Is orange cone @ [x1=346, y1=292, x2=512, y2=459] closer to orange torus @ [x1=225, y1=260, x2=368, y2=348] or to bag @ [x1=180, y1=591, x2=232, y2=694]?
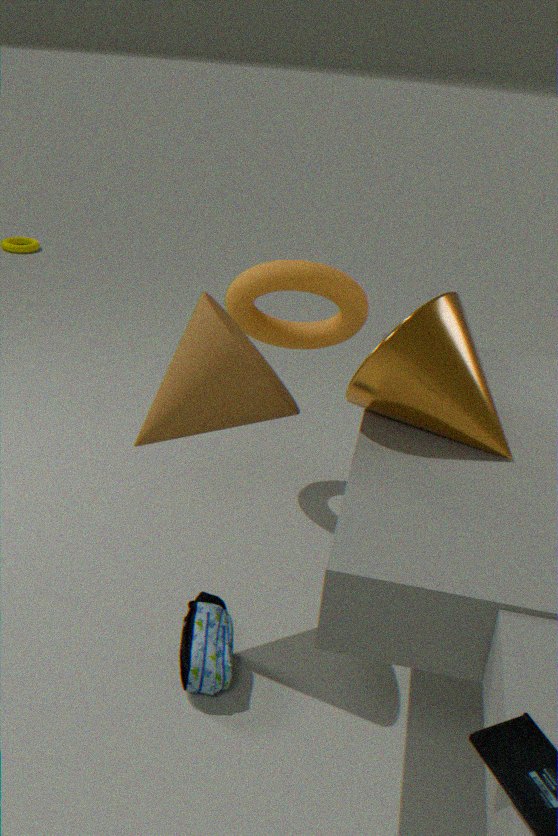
orange torus @ [x1=225, y1=260, x2=368, y2=348]
